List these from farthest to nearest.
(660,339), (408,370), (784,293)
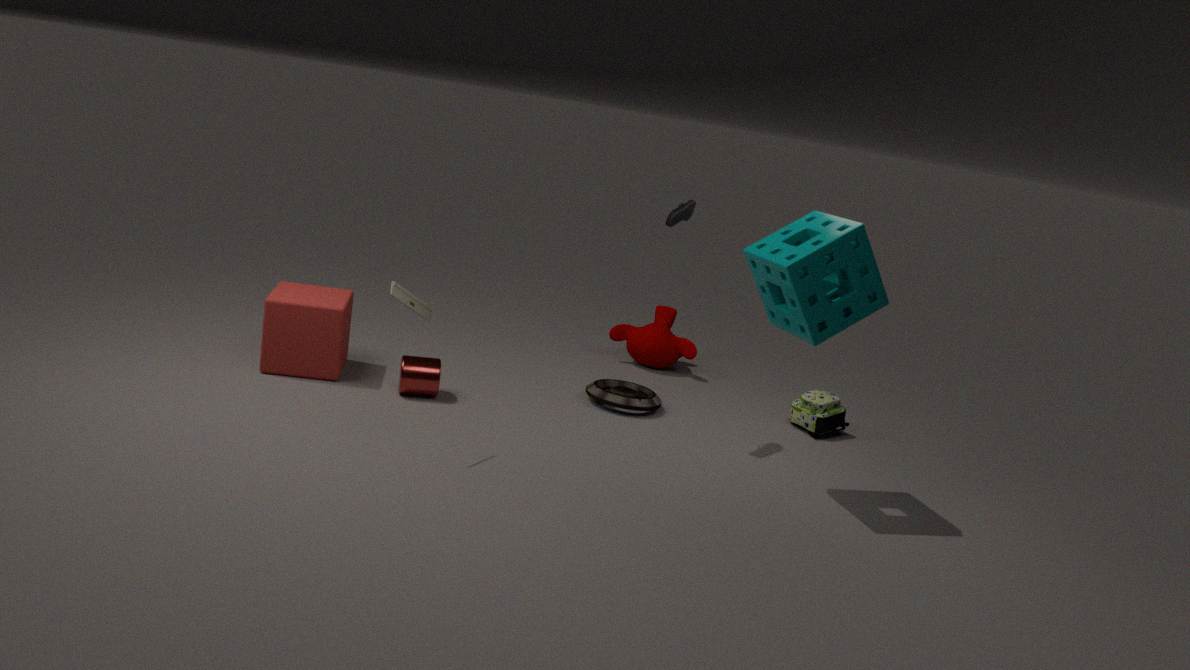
(660,339), (408,370), (784,293)
